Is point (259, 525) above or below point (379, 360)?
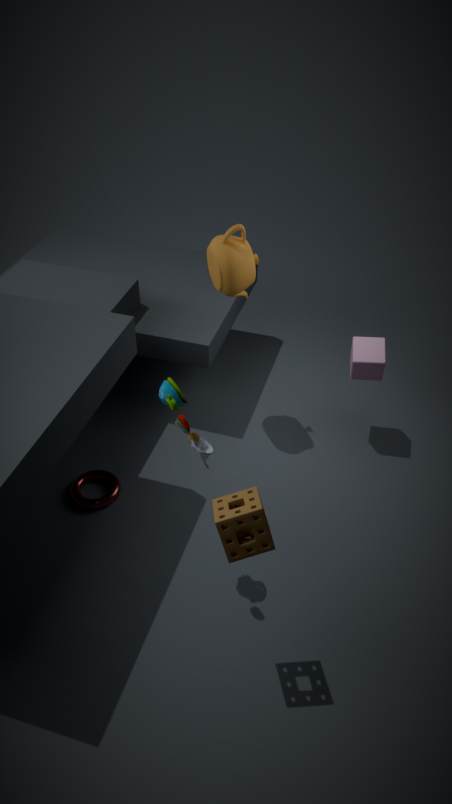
above
